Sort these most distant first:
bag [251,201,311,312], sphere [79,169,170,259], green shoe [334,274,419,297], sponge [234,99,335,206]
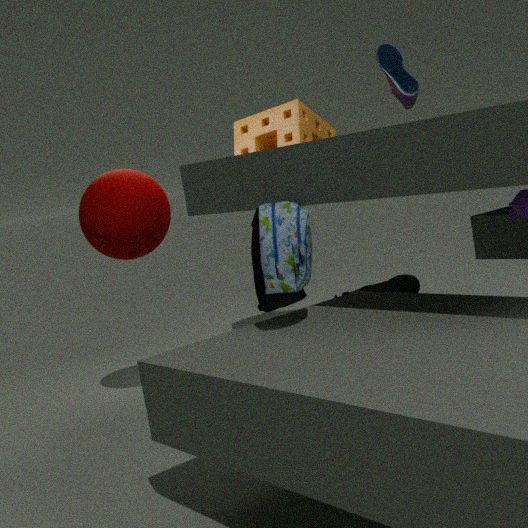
green shoe [334,274,419,297] < sponge [234,99,335,206] < sphere [79,169,170,259] < bag [251,201,311,312]
